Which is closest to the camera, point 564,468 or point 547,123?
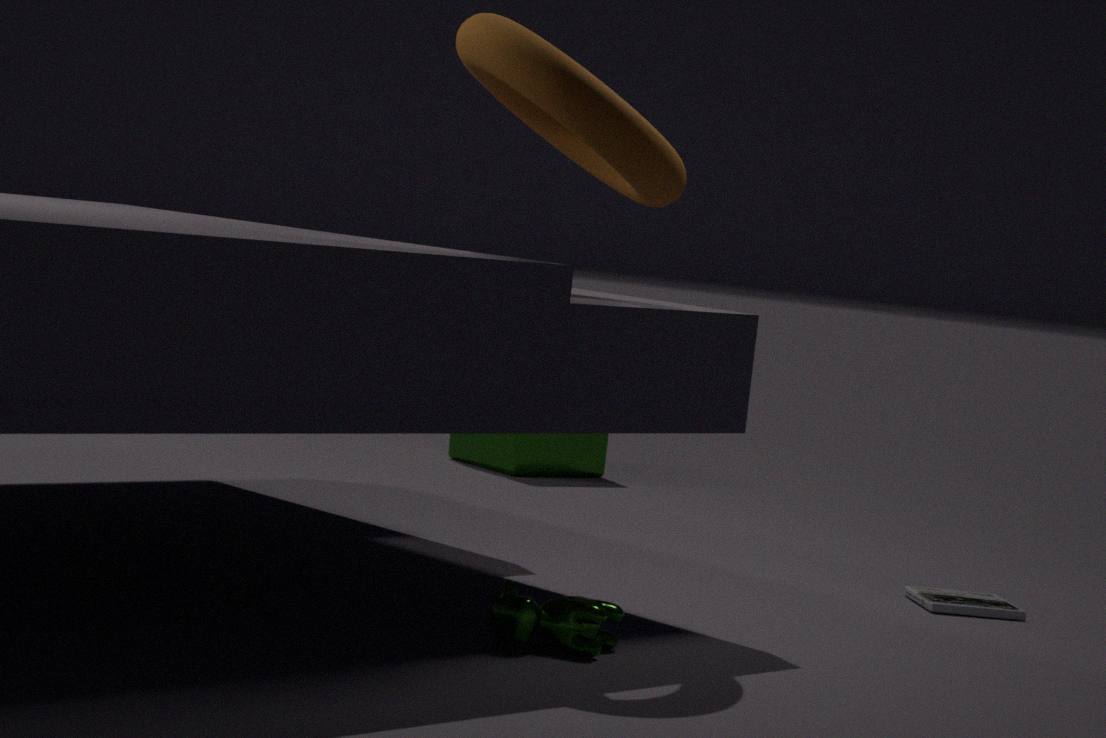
point 547,123
